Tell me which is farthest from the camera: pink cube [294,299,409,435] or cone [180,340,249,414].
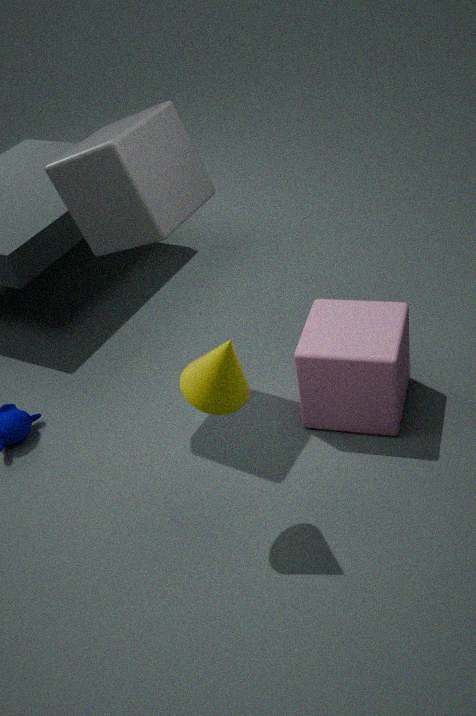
pink cube [294,299,409,435]
